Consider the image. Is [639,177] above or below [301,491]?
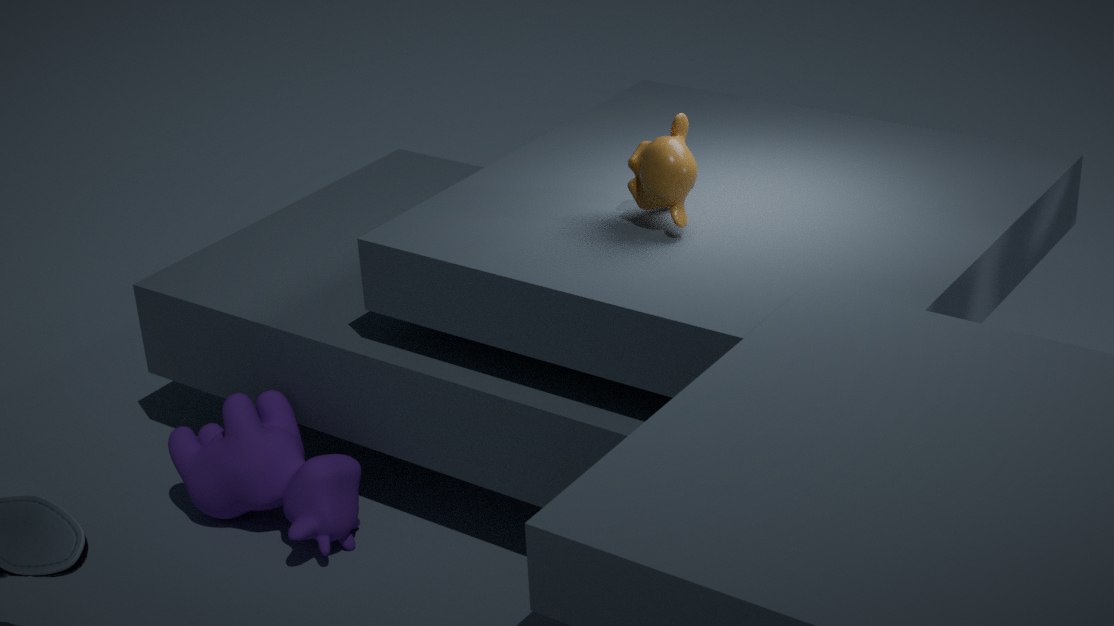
above
